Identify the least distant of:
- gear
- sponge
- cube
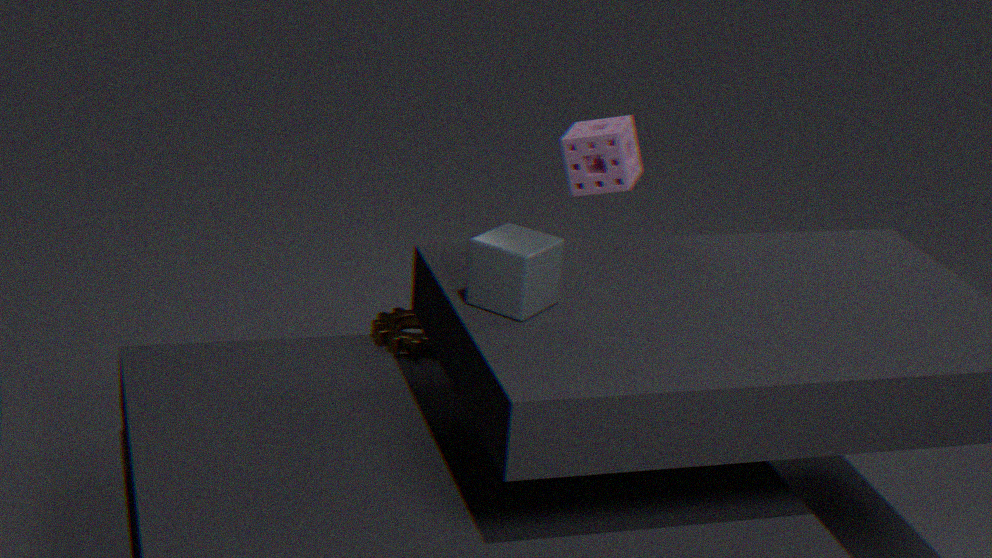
cube
